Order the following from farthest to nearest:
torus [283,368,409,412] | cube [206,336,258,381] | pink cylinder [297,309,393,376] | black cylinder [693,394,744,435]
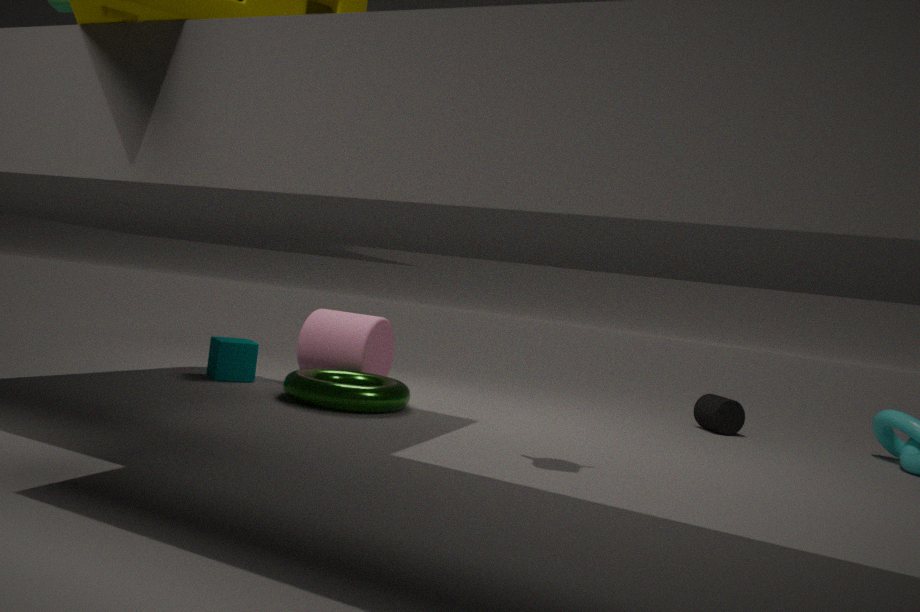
black cylinder [693,394,744,435] < pink cylinder [297,309,393,376] < cube [206,336,258,381] < torus [283,368,409,412]
